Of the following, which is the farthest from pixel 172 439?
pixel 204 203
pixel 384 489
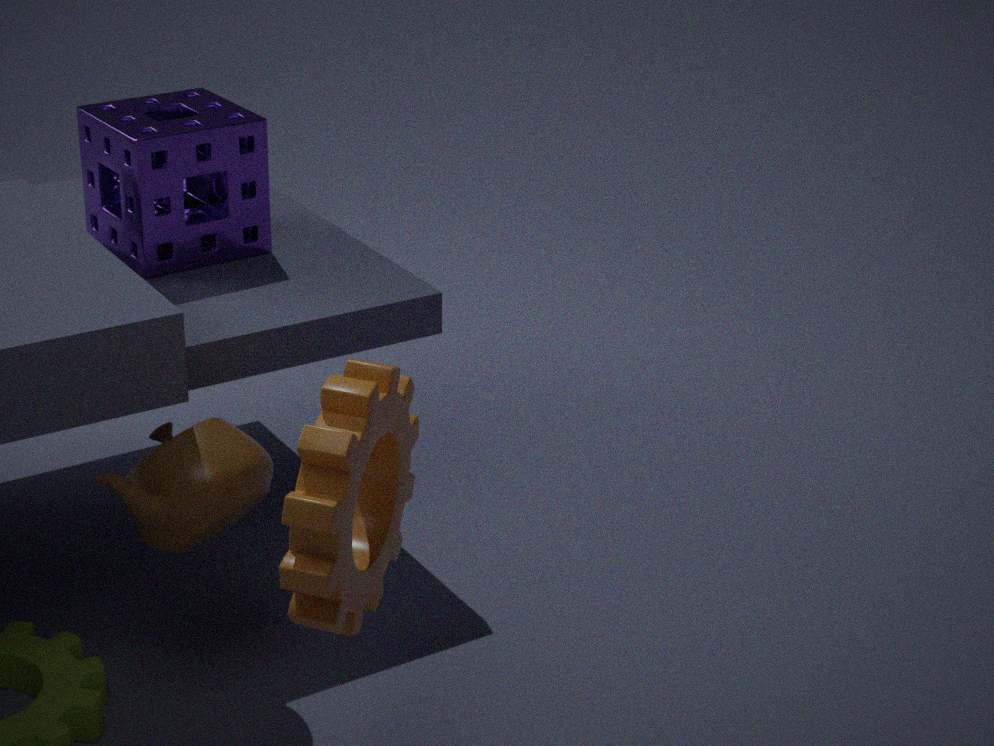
pixel 204 203
